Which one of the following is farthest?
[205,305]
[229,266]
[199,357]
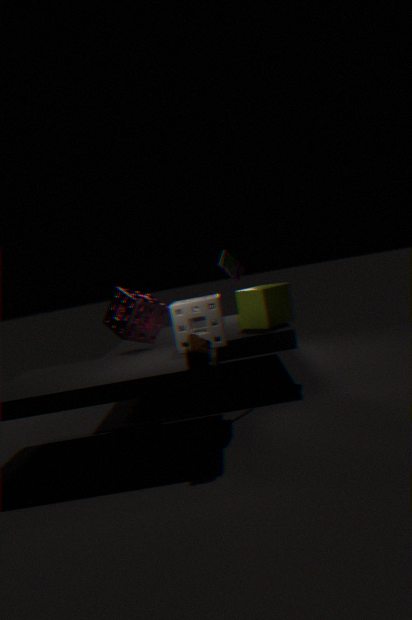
[229,266]
